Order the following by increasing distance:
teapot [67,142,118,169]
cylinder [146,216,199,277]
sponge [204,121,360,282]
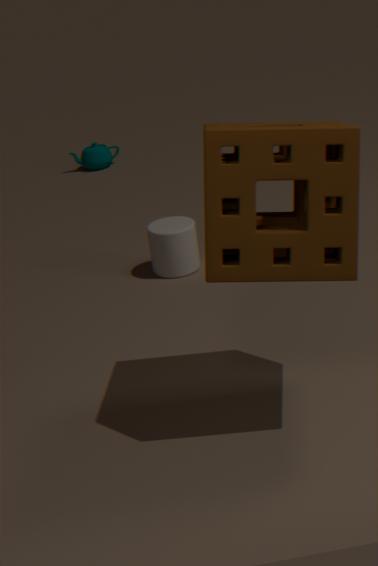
sponge [204,121,360,282], cylinder [146,216,199,277], teapot [67,142,118,169]
